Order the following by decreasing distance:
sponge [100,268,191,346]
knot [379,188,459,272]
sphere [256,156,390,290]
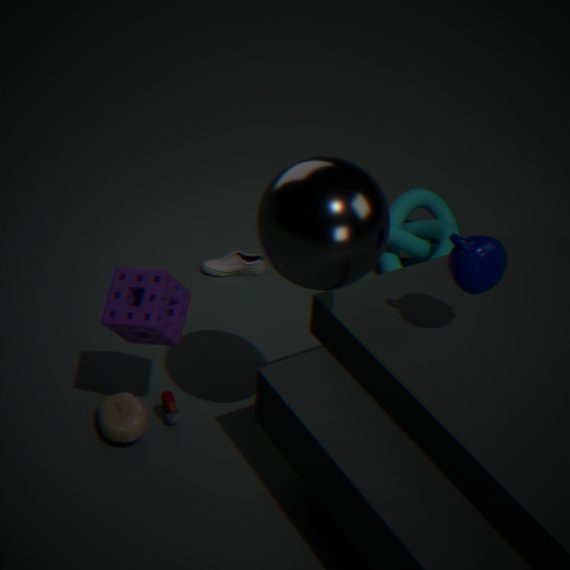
1. knot [379,188,459,272]
2. sponge [100,268,191,346]
3. sphere [256,156,390,290]
